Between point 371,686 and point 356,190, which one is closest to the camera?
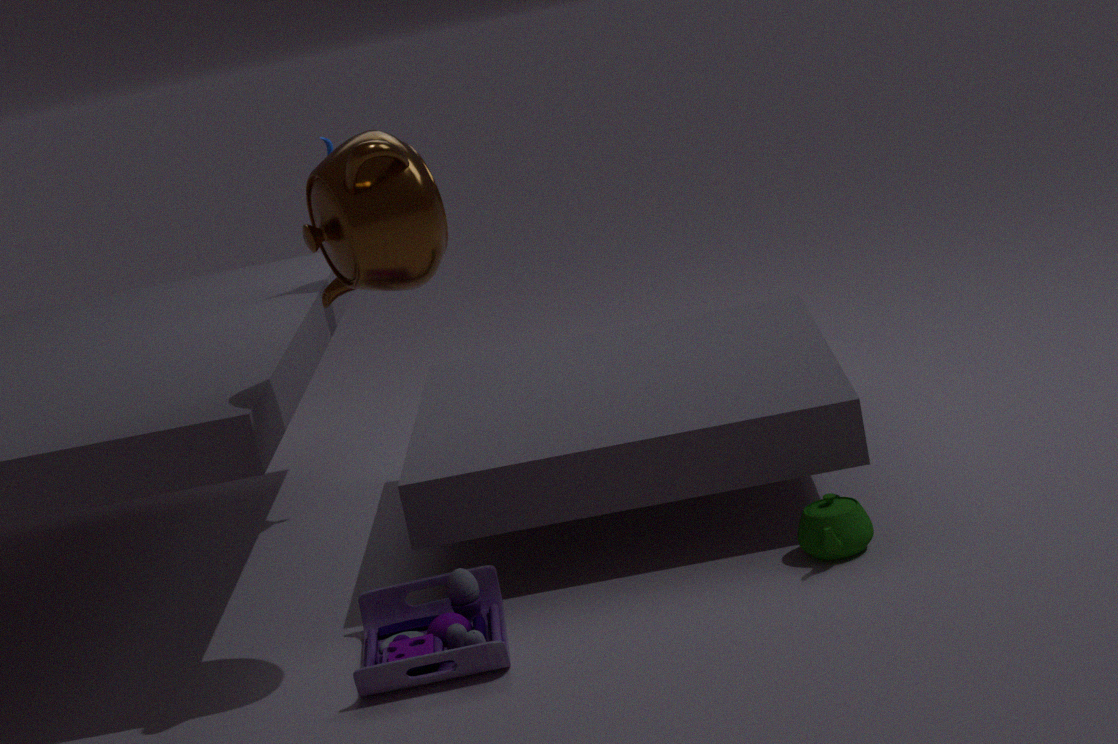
point 356,190
